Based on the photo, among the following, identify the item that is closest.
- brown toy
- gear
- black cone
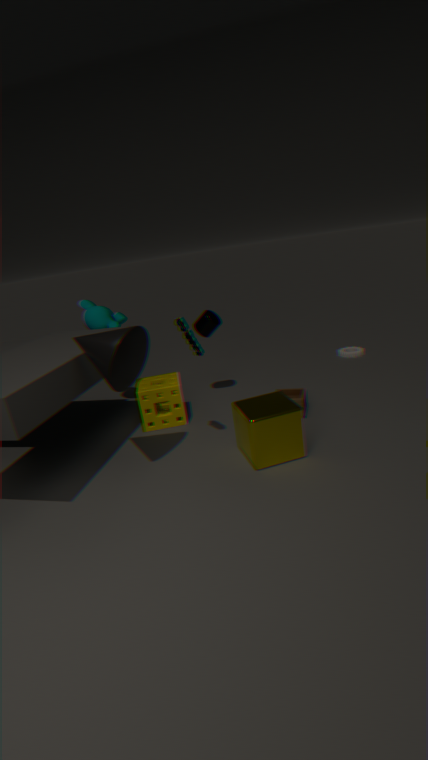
black cone
